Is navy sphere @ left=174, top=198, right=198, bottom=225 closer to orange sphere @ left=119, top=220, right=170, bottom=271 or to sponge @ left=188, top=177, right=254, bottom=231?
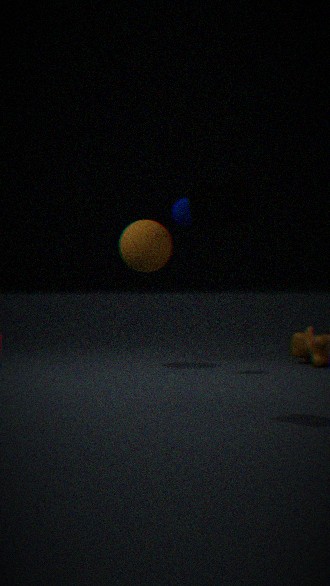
orange sphere @ left=119, top=220, right=170, bottom=271
